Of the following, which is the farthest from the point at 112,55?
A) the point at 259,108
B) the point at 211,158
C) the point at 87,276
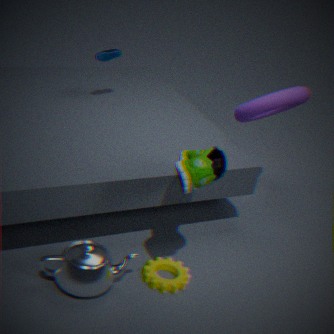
the point at 87,276
